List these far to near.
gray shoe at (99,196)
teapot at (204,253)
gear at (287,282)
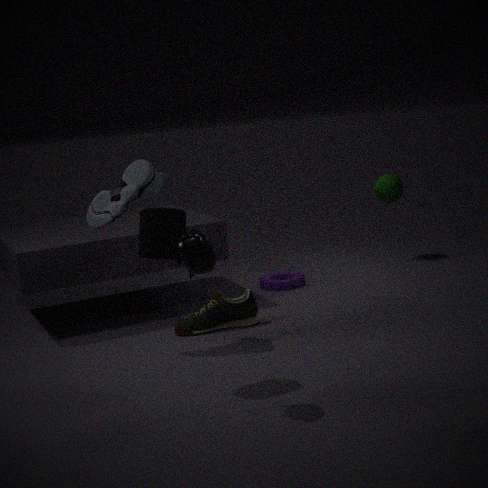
gear at (287,282), gray shoe at (99,196), teapot at (204,253)
